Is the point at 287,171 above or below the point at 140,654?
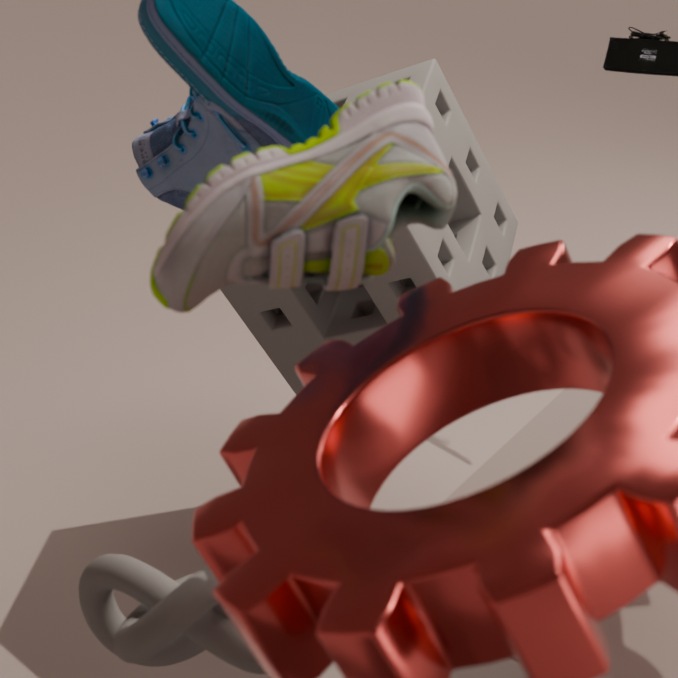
above
